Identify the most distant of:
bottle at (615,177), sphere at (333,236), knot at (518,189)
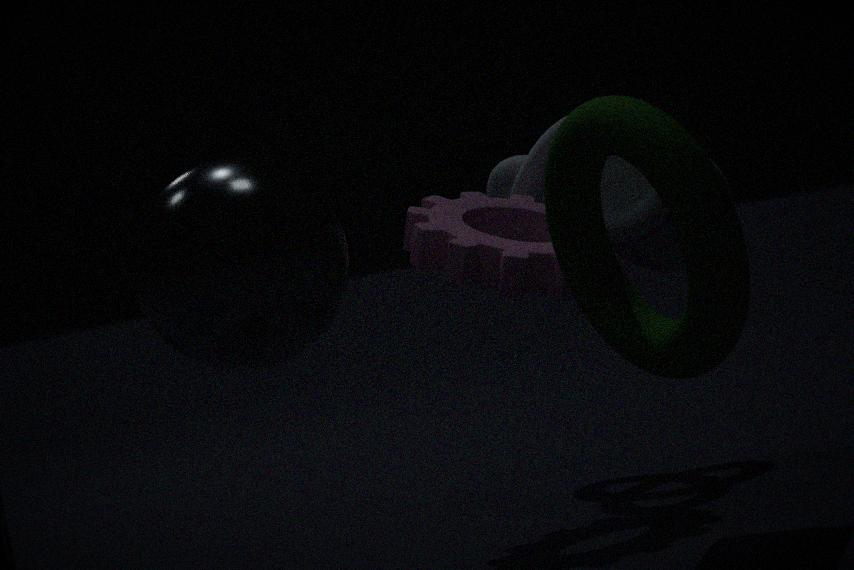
knot at (518,189)
